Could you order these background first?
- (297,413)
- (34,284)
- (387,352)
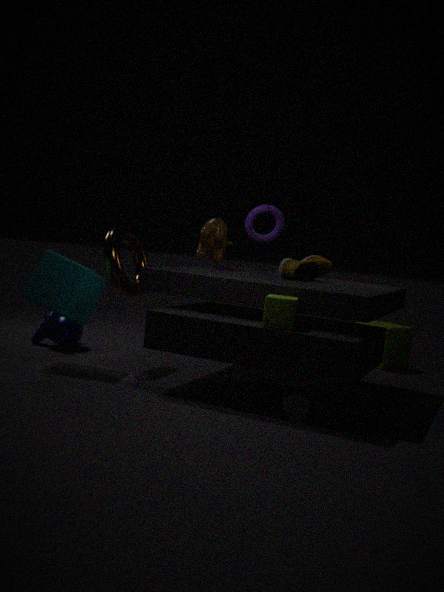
(387,352) < (34,284) < (297,413)
